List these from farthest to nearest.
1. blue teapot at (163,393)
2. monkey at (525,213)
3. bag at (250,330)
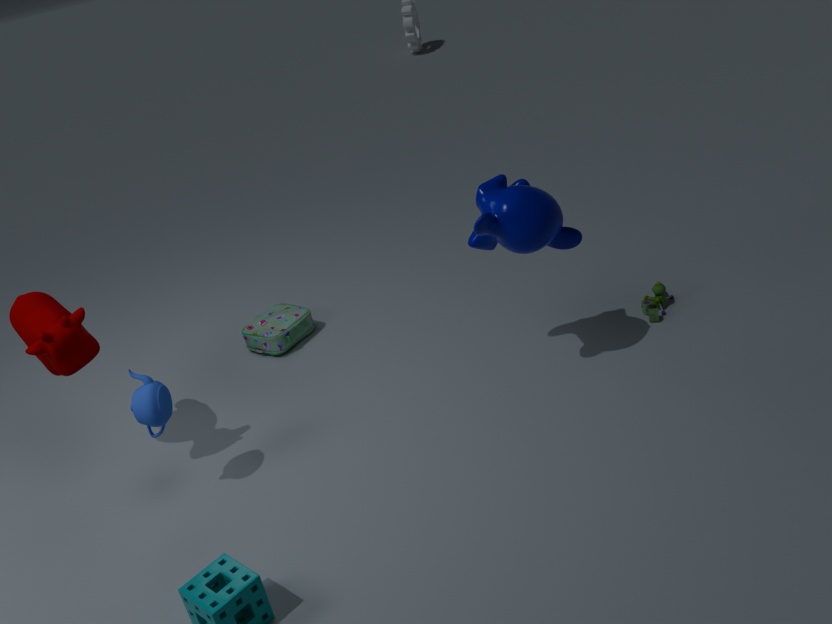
bag at (250,330) < monkey at (525,213) < blue teapot at (163,393)
